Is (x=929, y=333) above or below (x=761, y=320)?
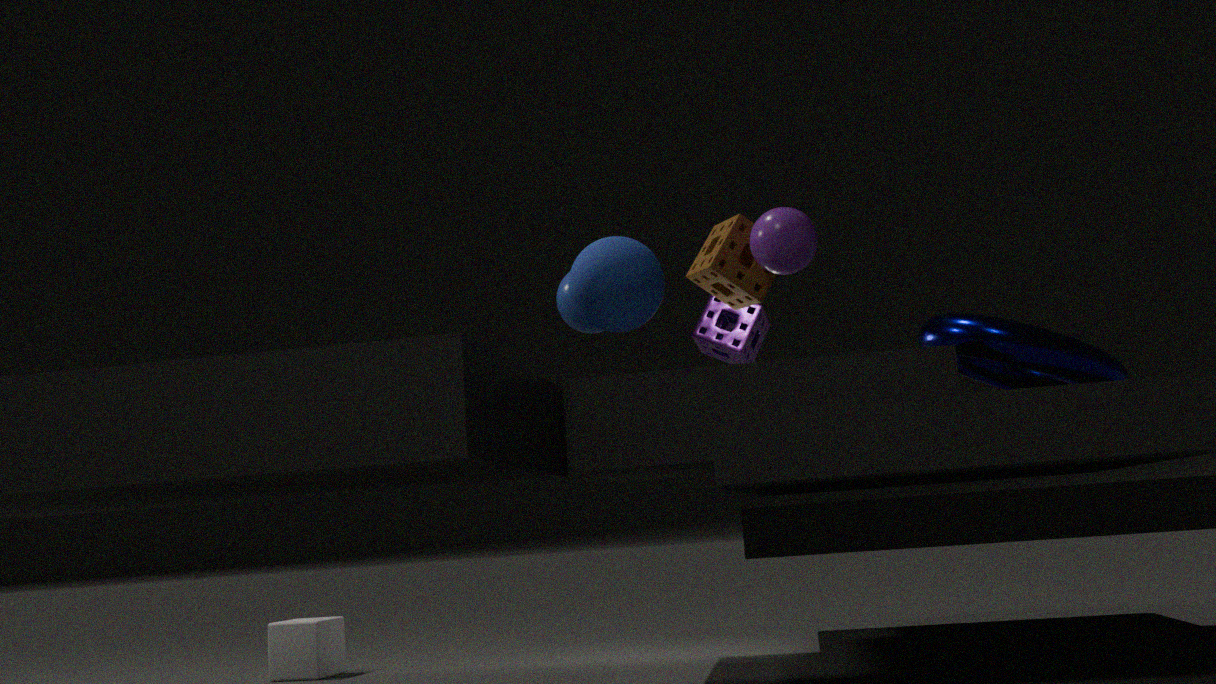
below
